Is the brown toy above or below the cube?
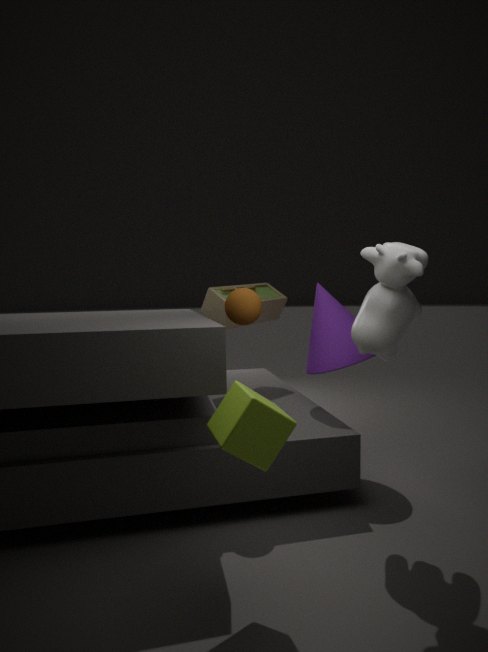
above
